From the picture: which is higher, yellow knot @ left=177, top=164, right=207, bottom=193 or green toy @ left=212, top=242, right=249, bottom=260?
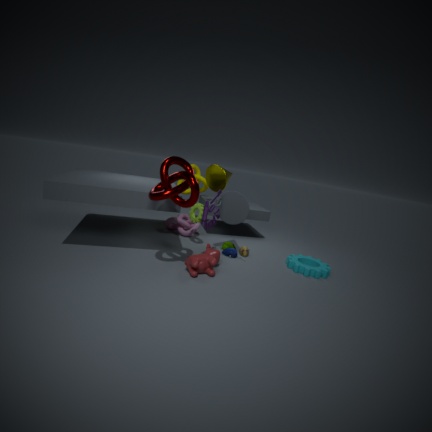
yellow knot @ left=177, top=164, right=207, bottom=193
